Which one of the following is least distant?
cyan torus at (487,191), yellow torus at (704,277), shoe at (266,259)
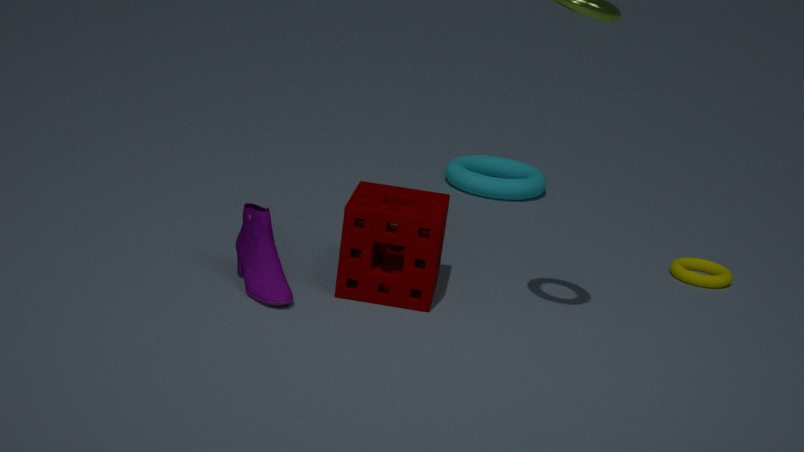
shoe at (266,259)
